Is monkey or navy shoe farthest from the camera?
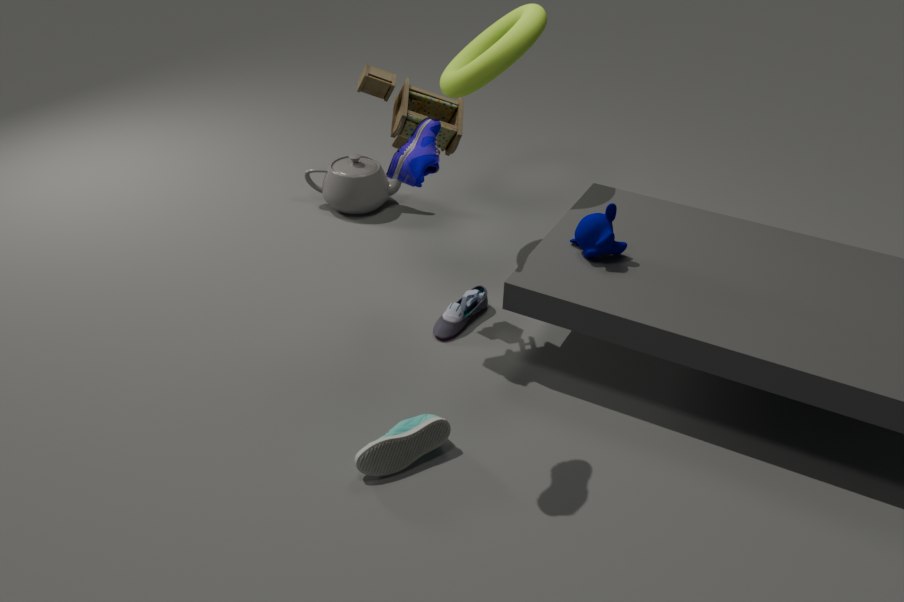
monkey
